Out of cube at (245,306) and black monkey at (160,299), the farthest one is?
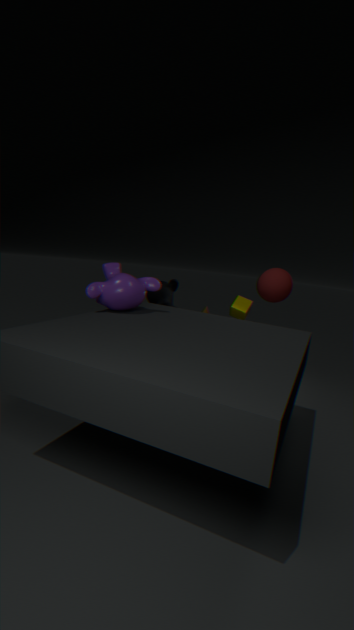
cube at (245,306)
